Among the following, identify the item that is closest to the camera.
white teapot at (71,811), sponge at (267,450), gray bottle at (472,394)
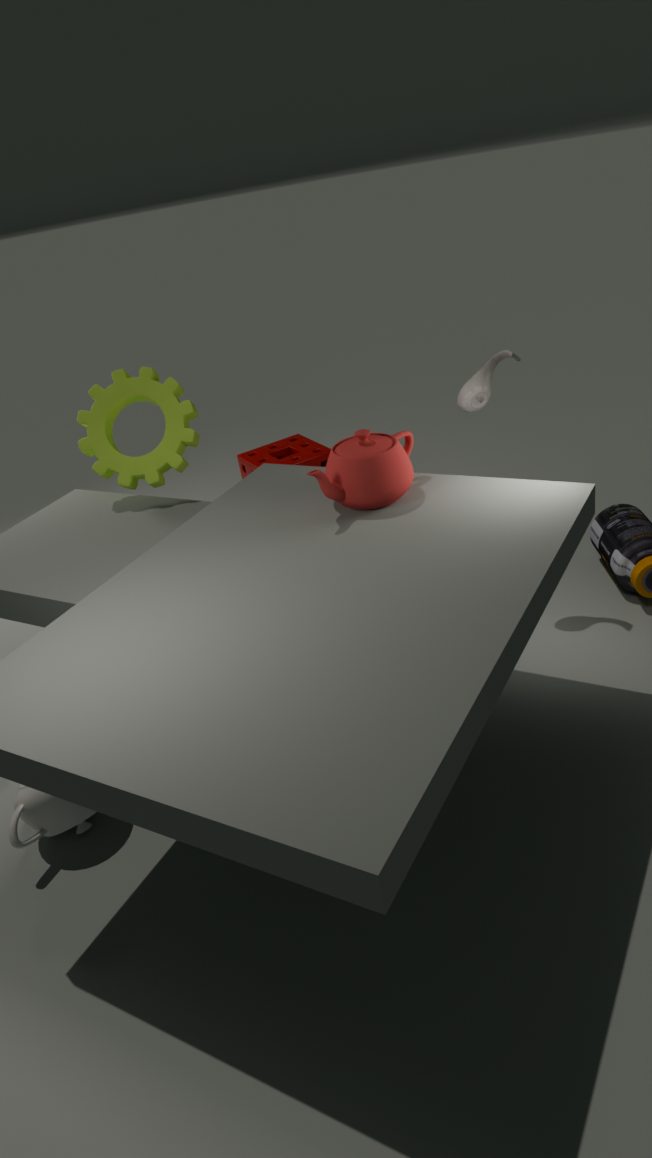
white teapot at (71,811)
